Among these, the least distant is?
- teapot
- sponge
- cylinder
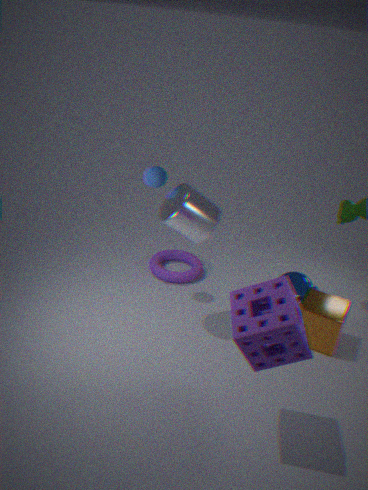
sponge
